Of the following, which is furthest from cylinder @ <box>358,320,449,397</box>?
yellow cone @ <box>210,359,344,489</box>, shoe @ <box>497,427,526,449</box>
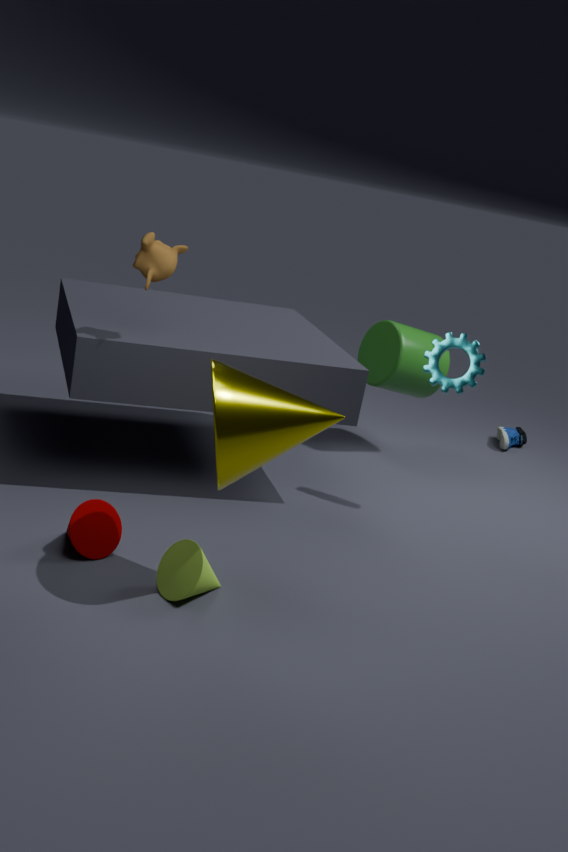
yellow cone @ <box>210,359,344,489</box>
